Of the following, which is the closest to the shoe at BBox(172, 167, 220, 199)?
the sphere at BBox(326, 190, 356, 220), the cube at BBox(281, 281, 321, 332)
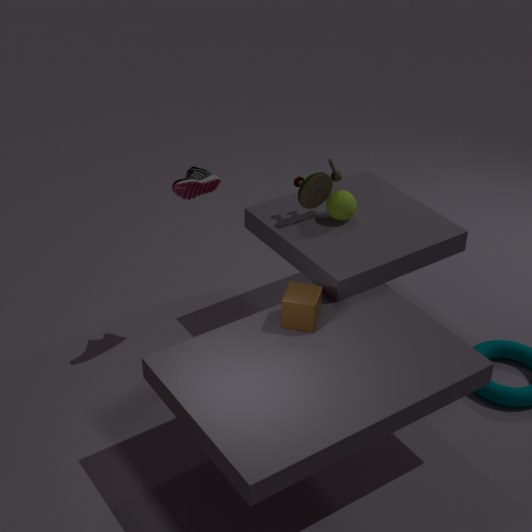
the sphere at BBox(326, 190, 356, 220)
